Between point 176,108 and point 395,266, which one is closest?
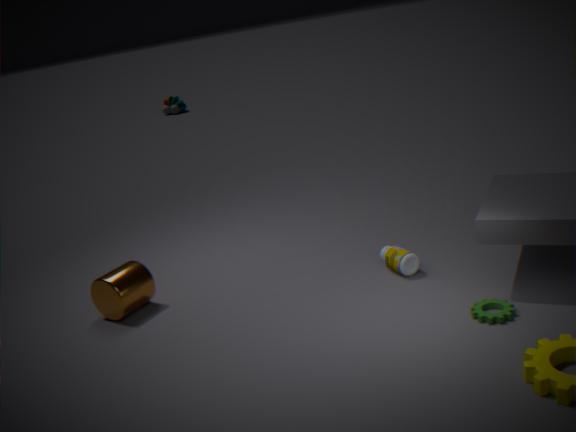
point 395,266
